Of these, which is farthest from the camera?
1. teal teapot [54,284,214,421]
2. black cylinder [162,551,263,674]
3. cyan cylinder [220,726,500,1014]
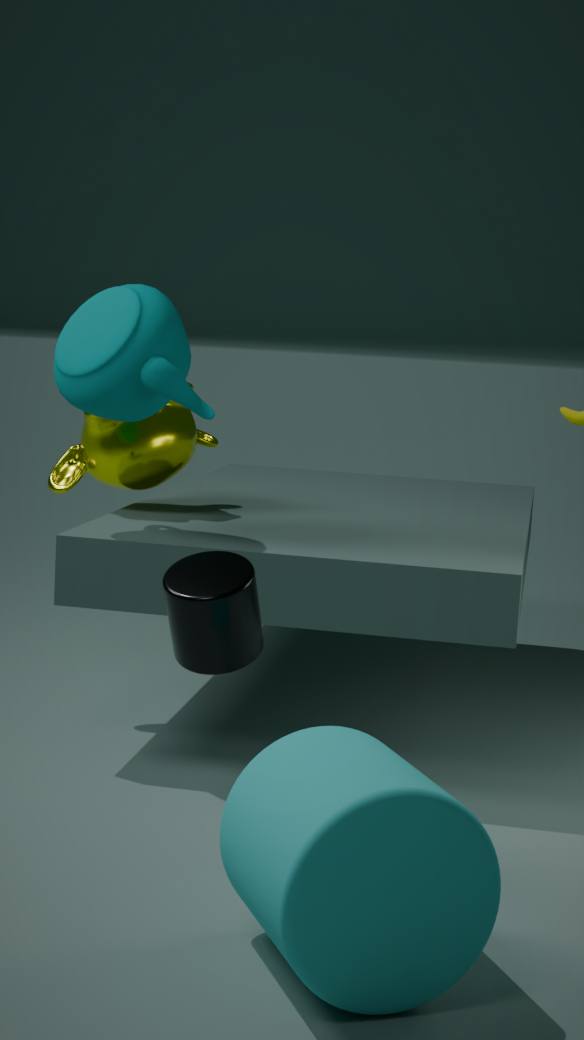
teal teapot [54,284,214,421]
